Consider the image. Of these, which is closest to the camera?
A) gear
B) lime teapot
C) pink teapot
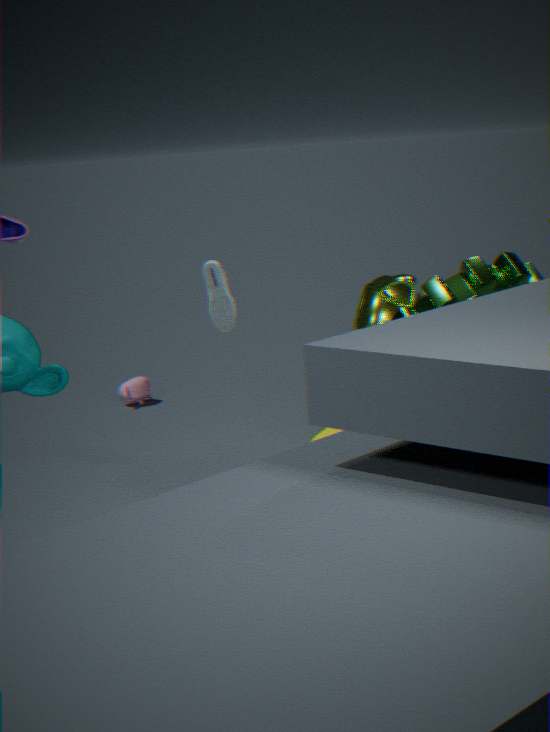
gear
